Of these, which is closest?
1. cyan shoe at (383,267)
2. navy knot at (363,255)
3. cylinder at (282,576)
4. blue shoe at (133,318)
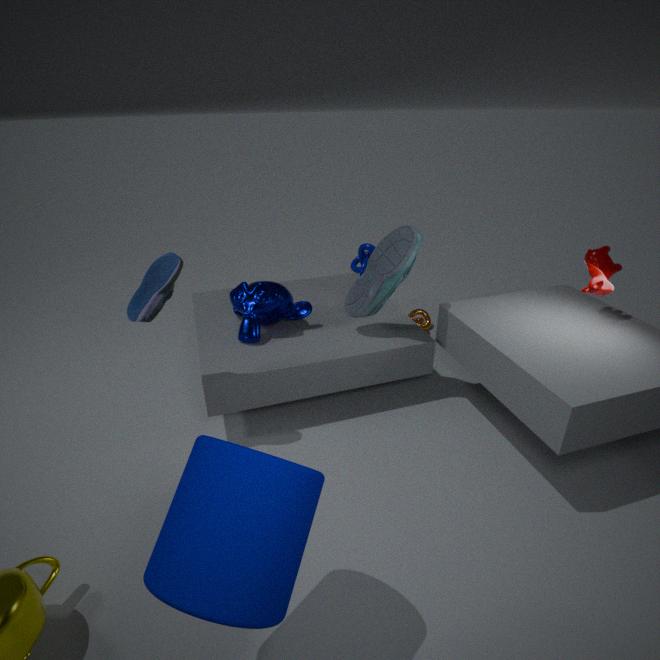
cylinder at (282,576)
